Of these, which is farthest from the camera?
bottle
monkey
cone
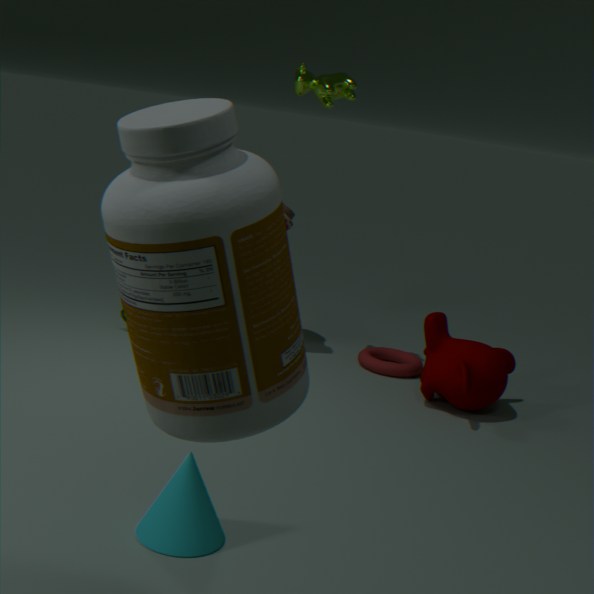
monkey
